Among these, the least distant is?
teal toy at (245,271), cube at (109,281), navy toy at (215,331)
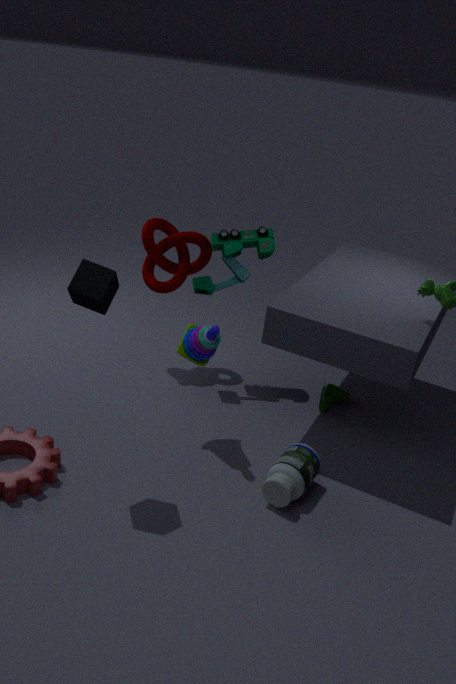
cube at (109,281)
